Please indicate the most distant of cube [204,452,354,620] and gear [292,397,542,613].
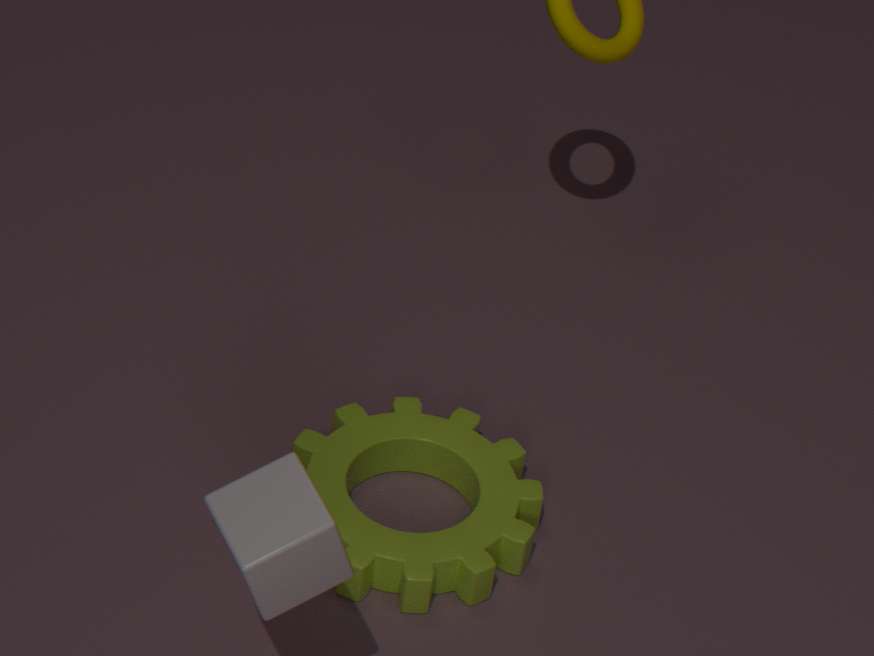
gear [292,397,542,613]
